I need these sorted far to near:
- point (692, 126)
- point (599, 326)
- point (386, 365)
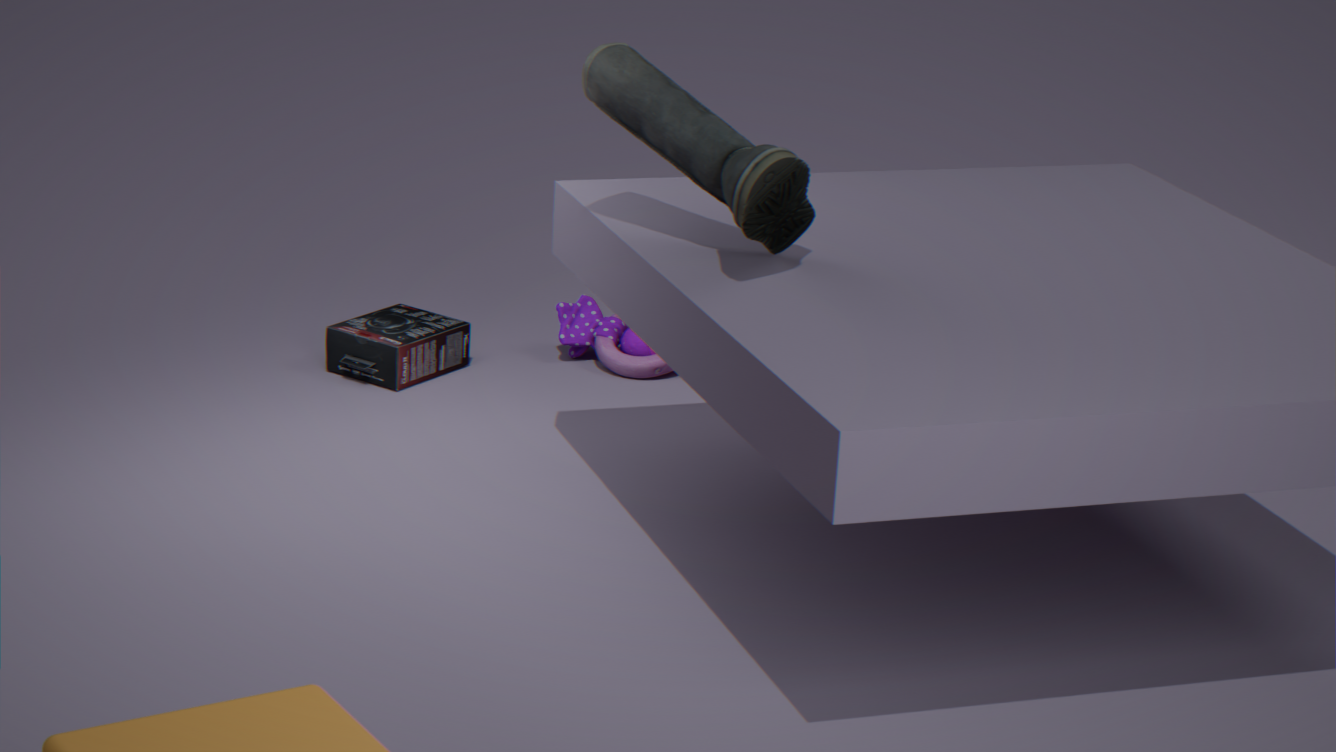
1. point (599, 326)
2. point (386, 365)
3. point (692, 126)
